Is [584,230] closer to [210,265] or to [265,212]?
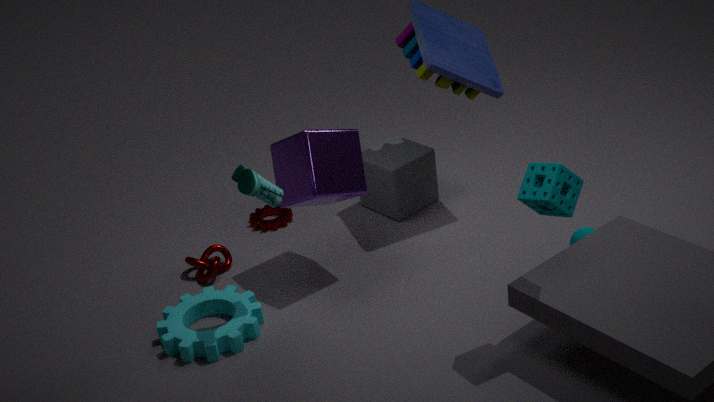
[265,212]
